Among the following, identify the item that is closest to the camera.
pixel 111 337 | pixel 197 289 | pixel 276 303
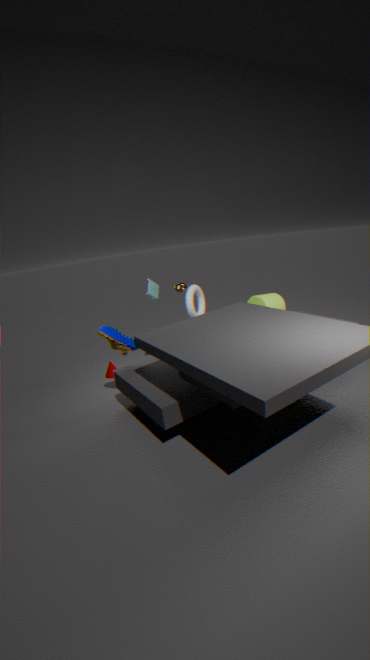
pixel 111 337
